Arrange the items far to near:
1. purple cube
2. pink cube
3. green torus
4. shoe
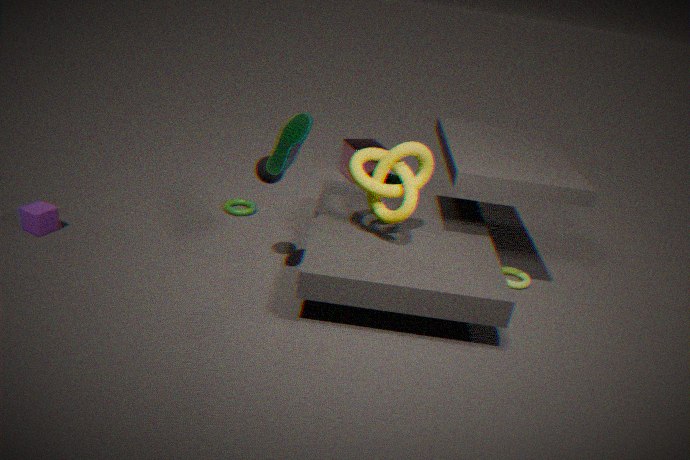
pink cube < green torus < purple cube < shoe
